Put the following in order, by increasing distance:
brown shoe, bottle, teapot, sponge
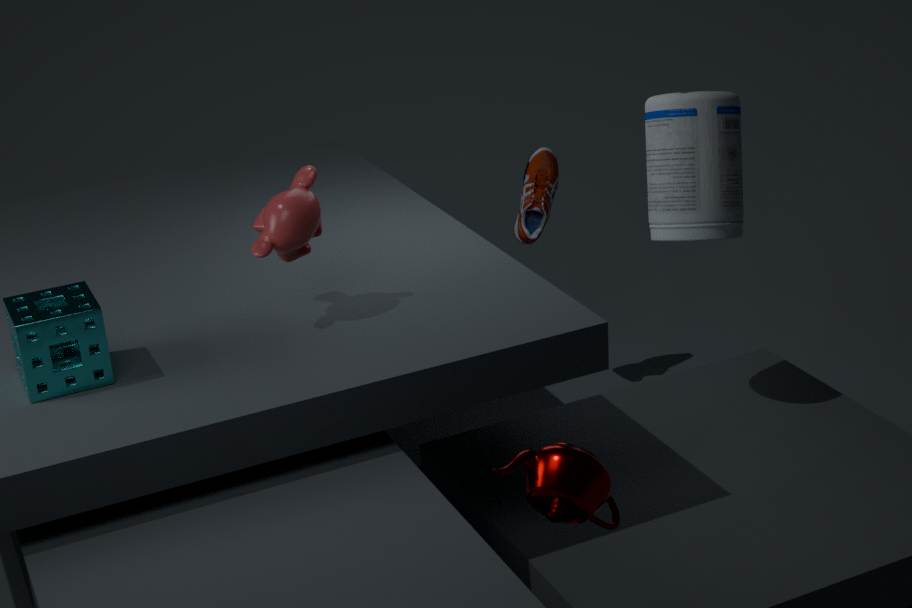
teapot → sponge → bottle → brown shoe
